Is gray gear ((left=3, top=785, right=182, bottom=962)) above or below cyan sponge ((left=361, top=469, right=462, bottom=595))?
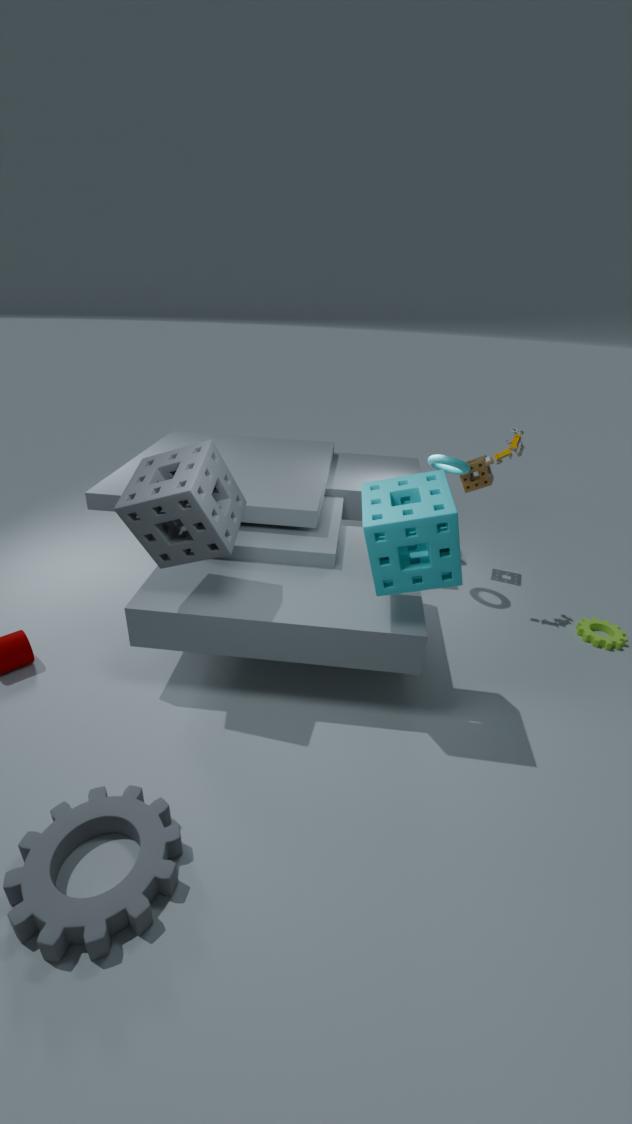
below
